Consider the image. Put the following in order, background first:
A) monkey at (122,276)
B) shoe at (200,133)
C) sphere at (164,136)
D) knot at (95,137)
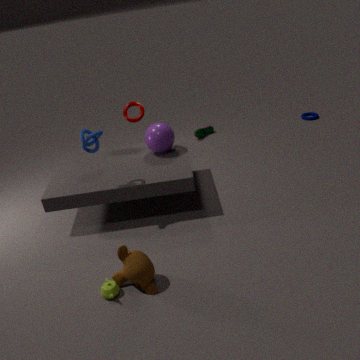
shoe at (200,133) → sphere at (164,136) → knot at (95,137) → monkey at (122,276)
